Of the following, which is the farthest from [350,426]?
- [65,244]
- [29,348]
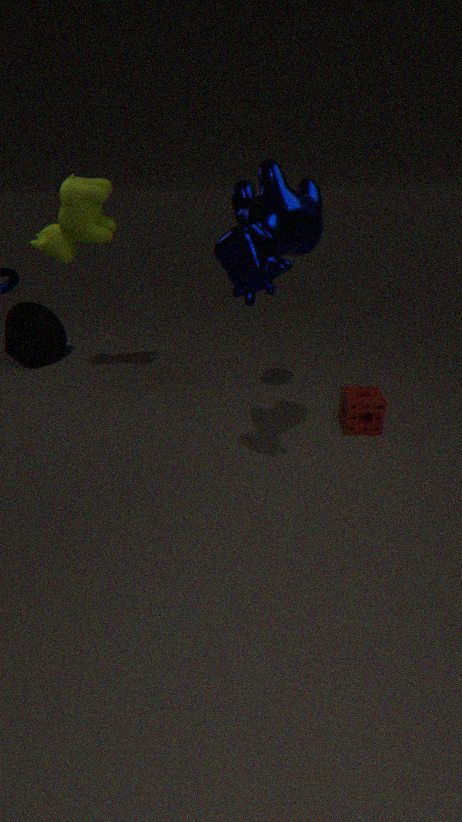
[29,348]
